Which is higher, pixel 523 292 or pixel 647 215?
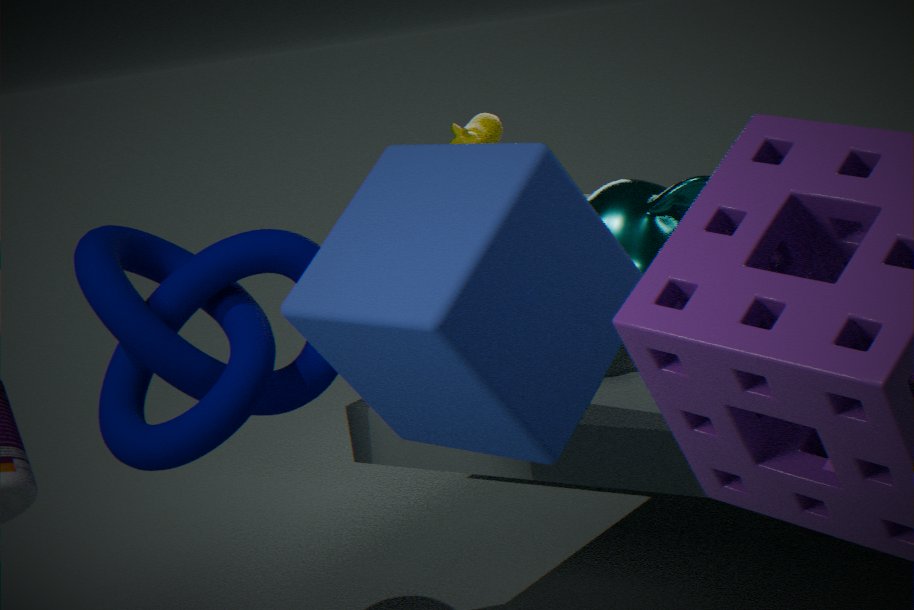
pixel 523 292
